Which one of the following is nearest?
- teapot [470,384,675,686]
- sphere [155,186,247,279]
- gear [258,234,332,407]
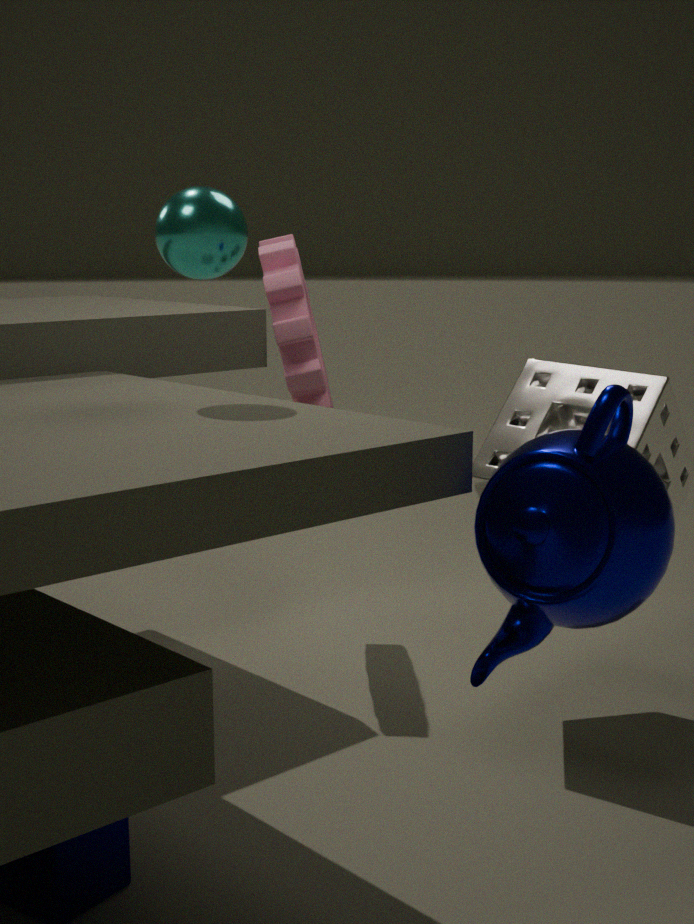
teapot [470,384,675,686]
